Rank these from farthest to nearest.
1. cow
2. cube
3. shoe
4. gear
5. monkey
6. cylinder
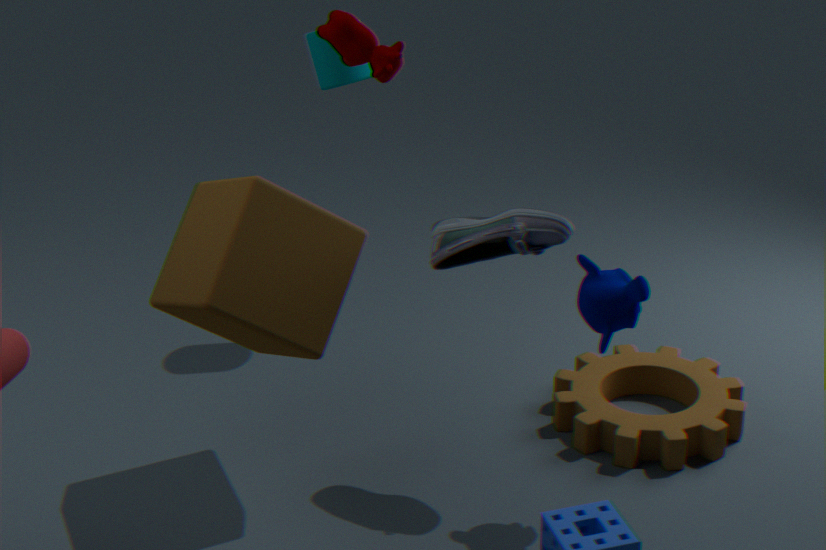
1. cylinder
2. gear
3. cow
4. shoe
5. monkey
6. cube
